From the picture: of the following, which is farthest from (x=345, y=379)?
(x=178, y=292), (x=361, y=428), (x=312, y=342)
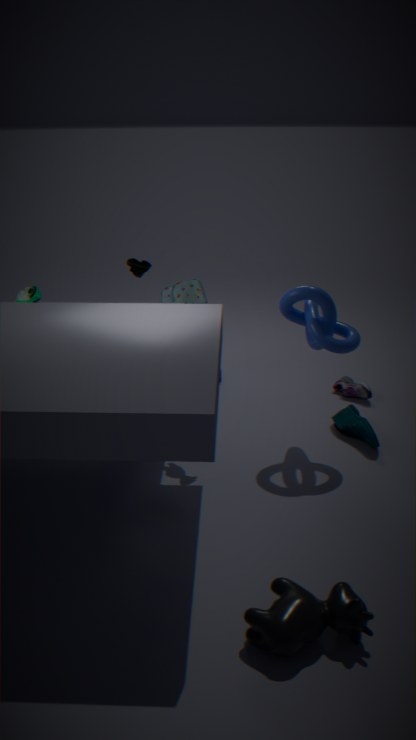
(x=178, y=292)
